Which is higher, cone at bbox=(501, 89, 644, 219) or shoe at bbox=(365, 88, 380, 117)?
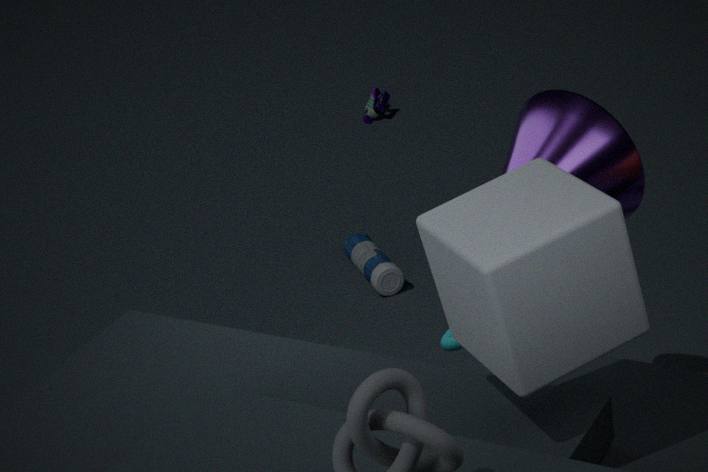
cone at bbox=(501, 89, 644, 219)
